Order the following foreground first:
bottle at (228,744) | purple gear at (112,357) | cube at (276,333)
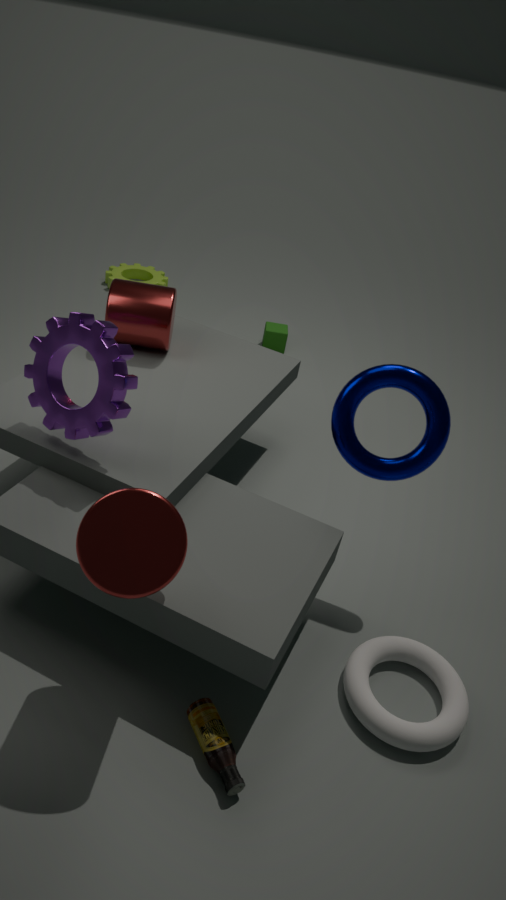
bottle at (228,744) → purple gear at (112,357) → cube at (276,333)
